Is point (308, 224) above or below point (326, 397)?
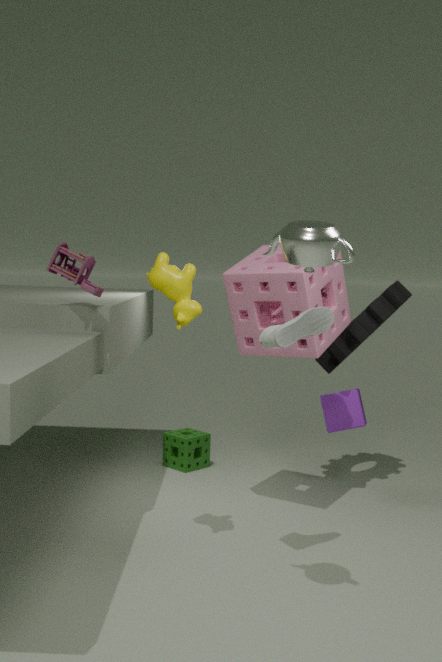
above
